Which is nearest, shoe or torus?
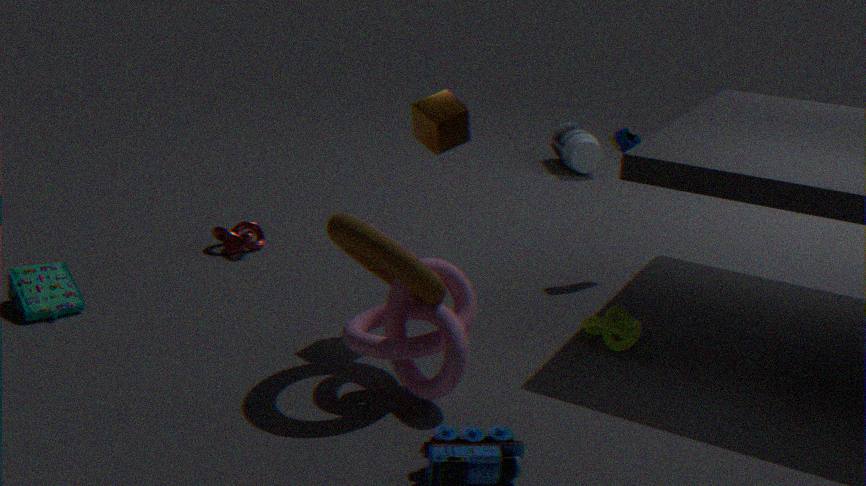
torus
